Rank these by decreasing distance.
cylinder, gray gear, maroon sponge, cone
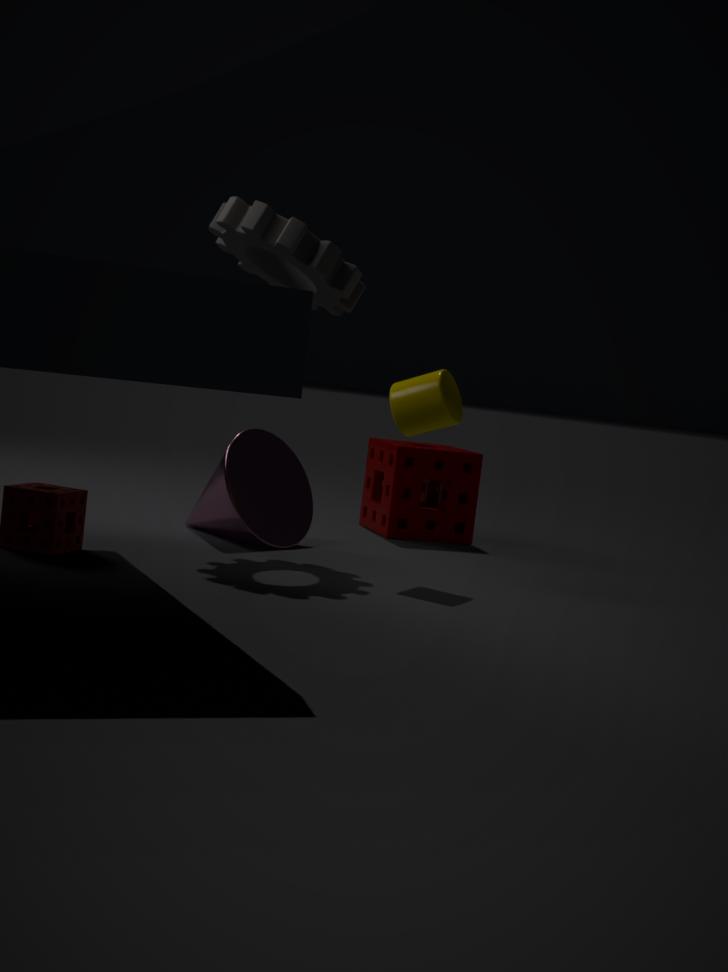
maroon sponge < cone < gray gear < cylinder
